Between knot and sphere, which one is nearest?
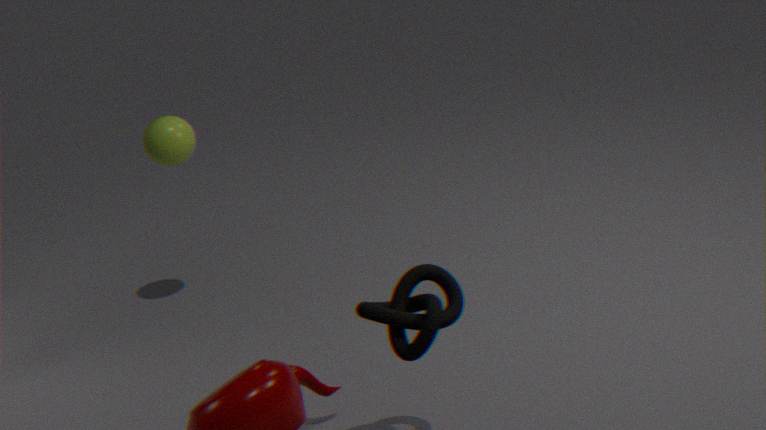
knot
